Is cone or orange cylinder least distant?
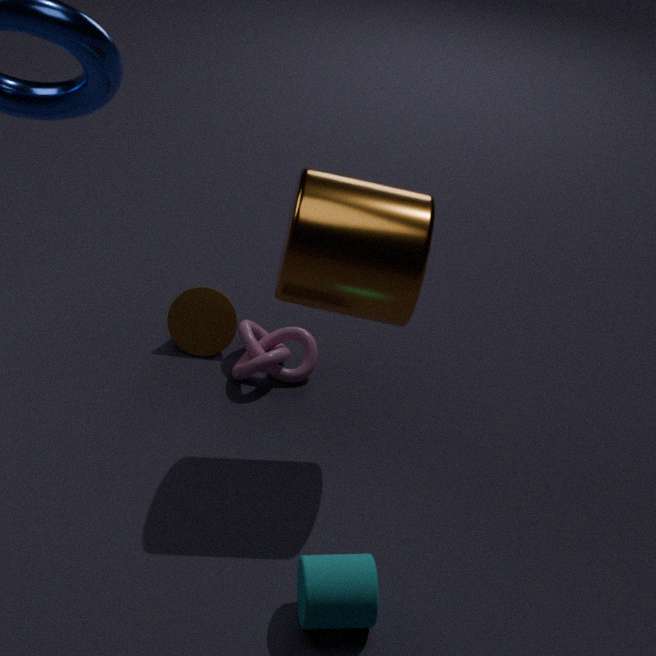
orange cylinder
